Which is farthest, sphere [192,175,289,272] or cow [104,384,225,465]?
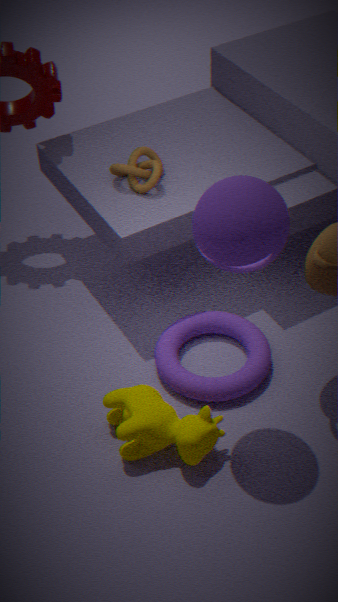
cow [104,384,225,465]
